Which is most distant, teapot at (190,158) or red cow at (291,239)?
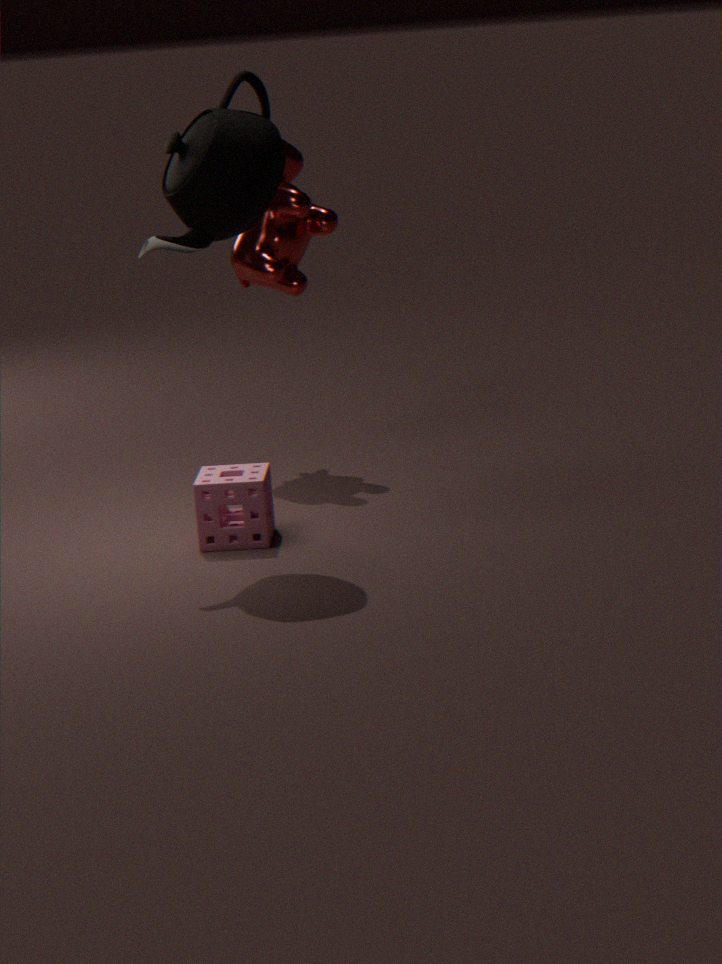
red cow at (291,239)
